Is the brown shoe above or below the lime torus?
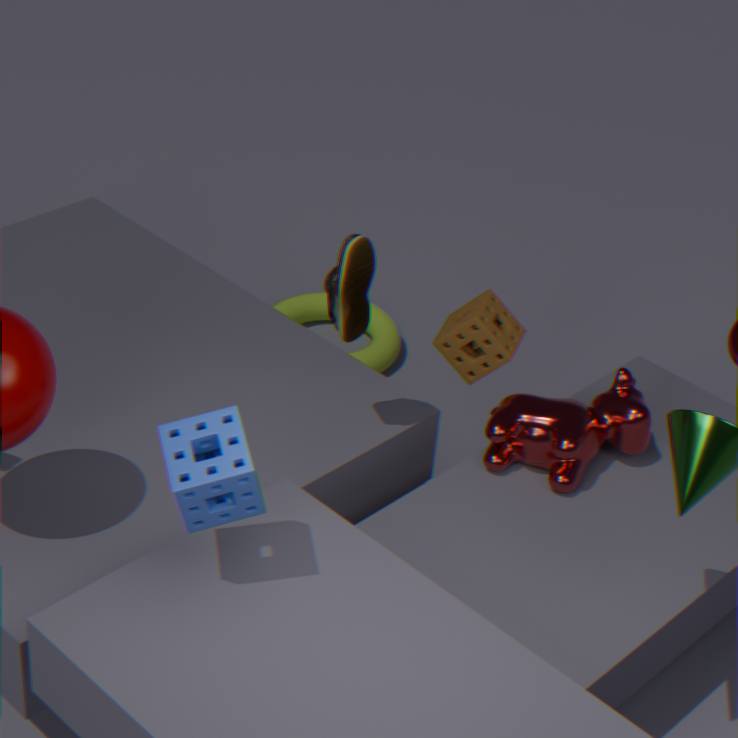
above
